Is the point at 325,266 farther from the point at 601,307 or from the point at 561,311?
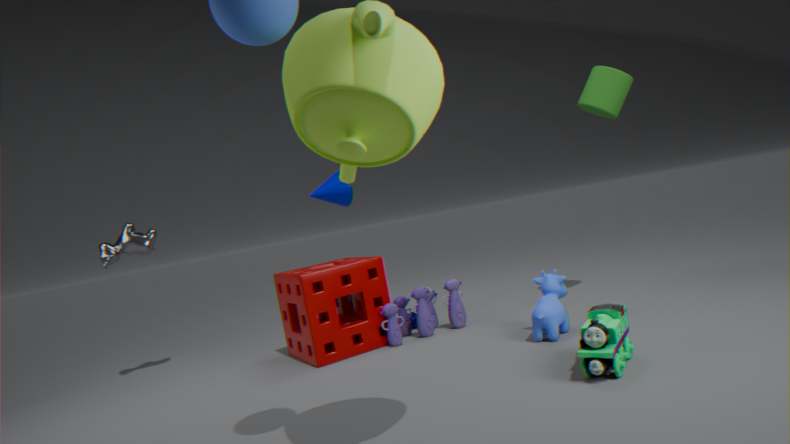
the point at 601,307
